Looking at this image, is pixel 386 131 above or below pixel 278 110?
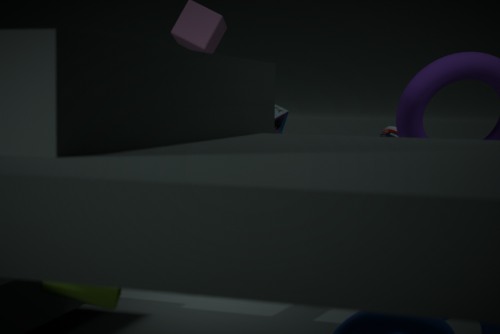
below
